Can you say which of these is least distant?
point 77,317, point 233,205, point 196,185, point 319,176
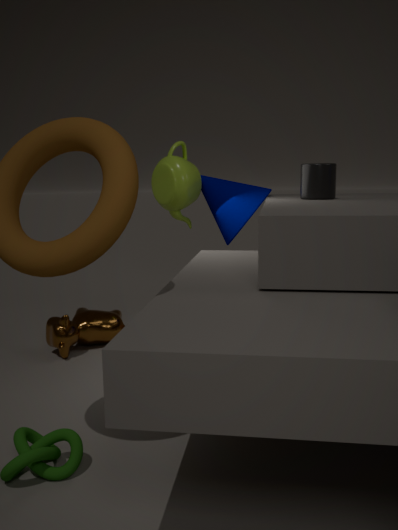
point 319,176
